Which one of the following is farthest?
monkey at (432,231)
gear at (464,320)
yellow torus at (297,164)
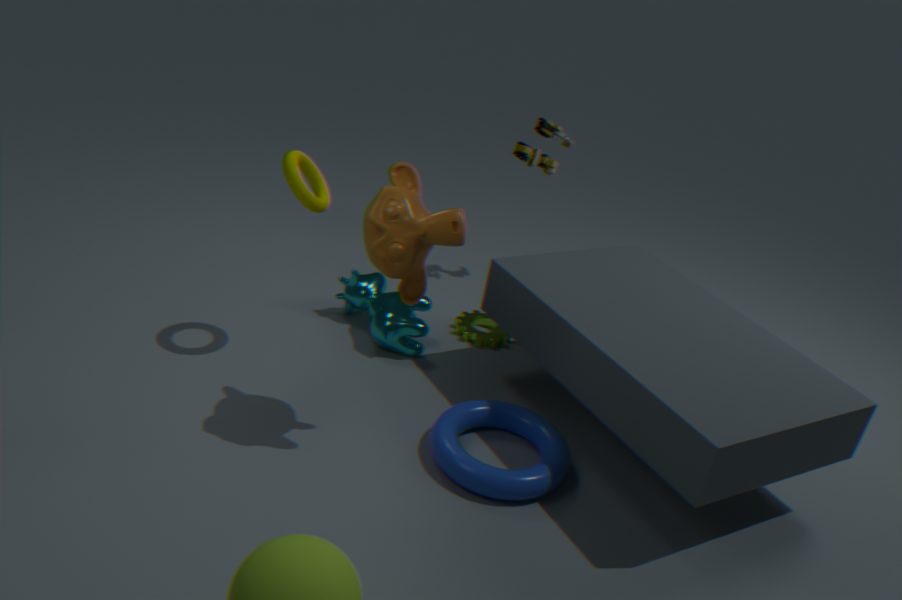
gear at (464,320)
